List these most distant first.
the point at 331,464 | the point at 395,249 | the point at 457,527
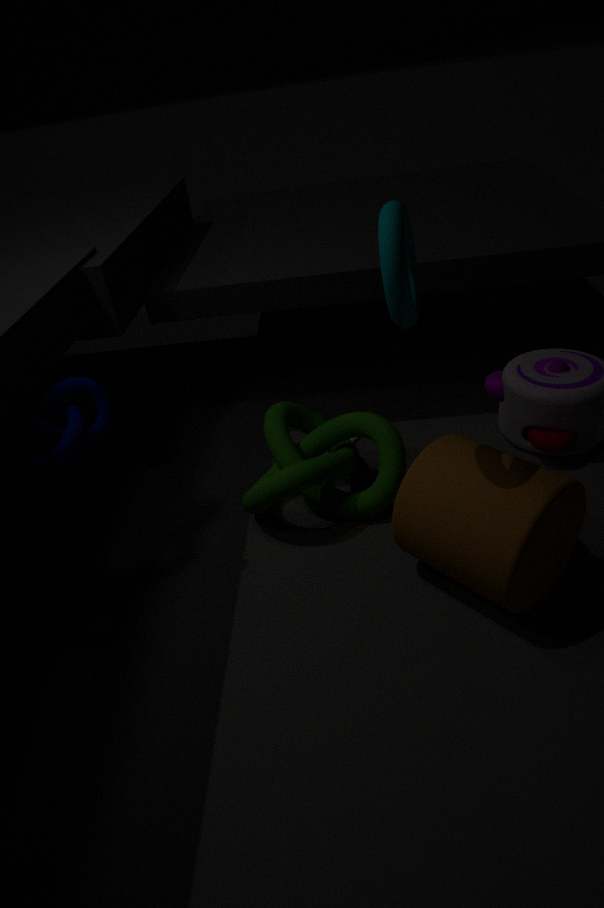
the point at 331,464 < the point at 457,527 < the point at 395,249
